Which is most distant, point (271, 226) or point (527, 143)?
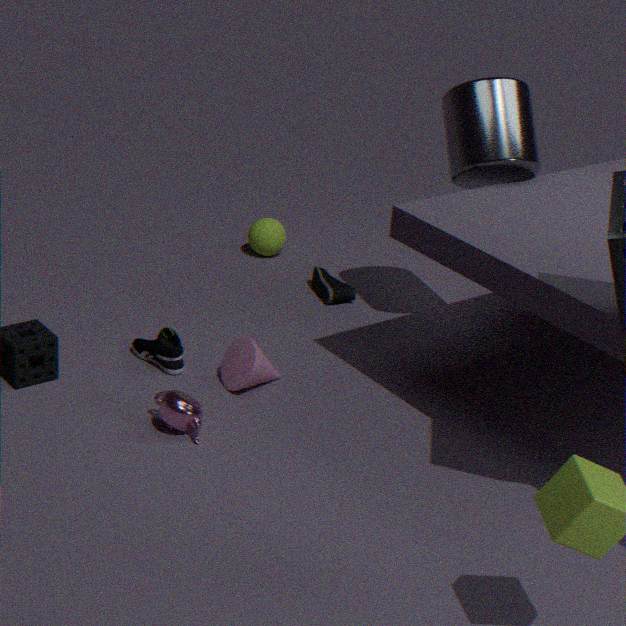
point (271, 226)
